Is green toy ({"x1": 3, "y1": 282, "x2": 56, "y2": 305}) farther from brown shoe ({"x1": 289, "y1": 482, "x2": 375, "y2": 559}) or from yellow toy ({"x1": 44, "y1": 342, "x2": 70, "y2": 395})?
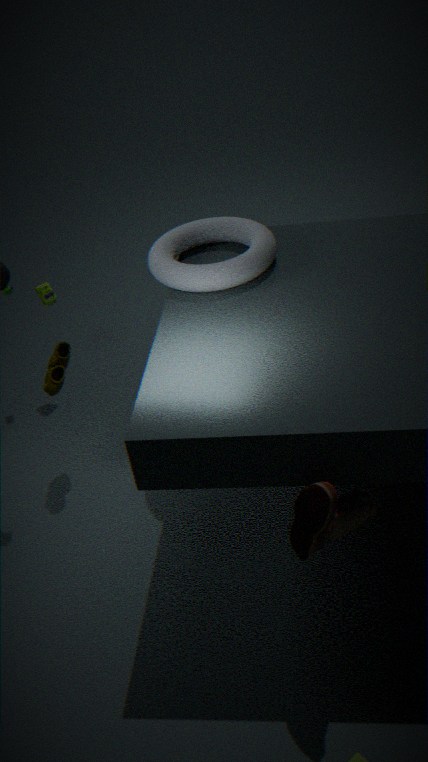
brown shoe ({"x1": 289, "y1": 482, "x2": 375, "y2": 559})
